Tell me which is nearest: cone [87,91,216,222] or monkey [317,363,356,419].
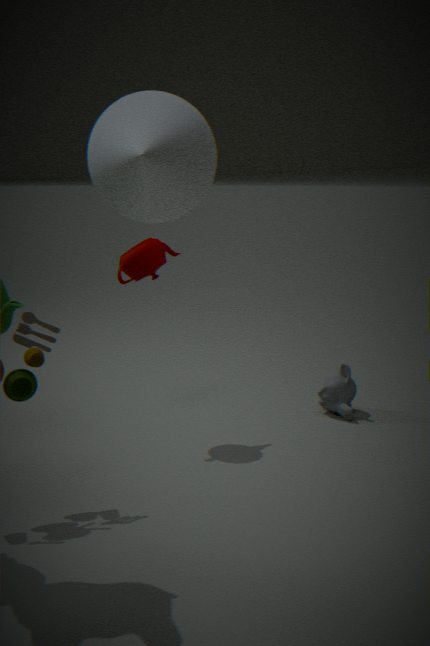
cone [87,91,216,222]
